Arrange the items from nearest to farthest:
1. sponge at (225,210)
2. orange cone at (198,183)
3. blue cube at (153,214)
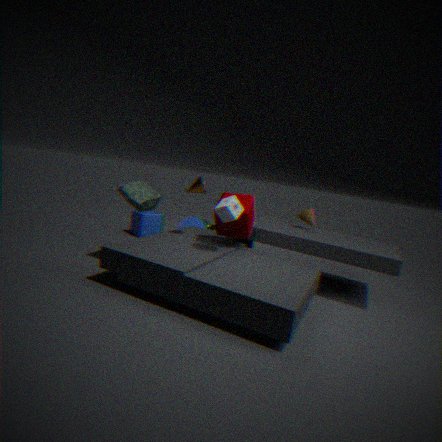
sponge at (225,210)
orange cone at (198,183)
blue cube at (153,214)
